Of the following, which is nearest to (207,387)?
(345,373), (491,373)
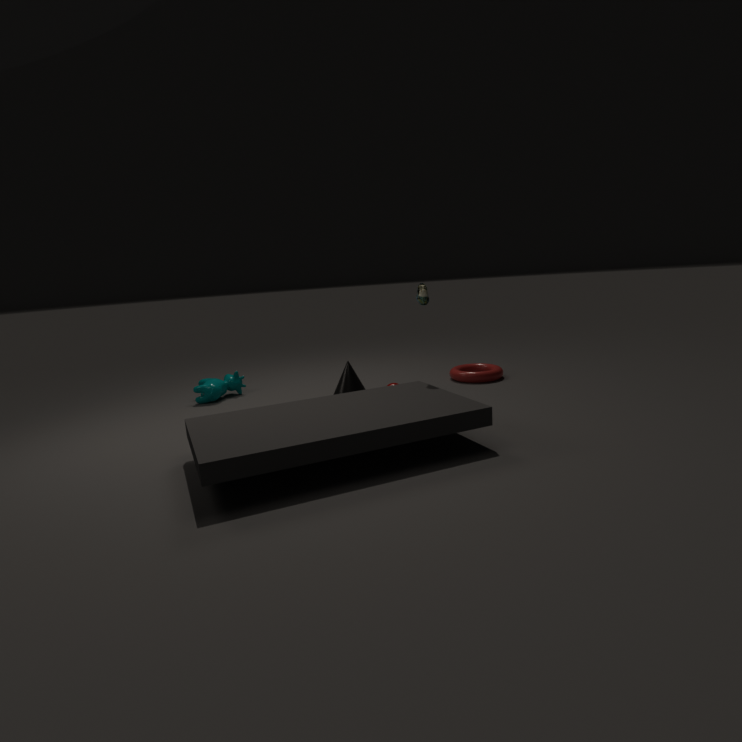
(345,373)
